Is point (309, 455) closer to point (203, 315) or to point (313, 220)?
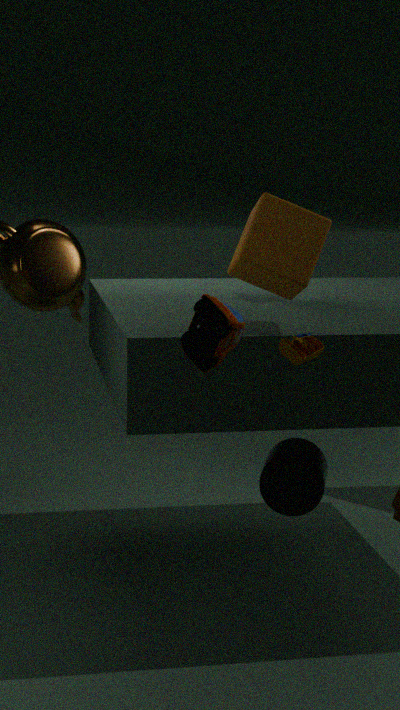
point (313, 220)
